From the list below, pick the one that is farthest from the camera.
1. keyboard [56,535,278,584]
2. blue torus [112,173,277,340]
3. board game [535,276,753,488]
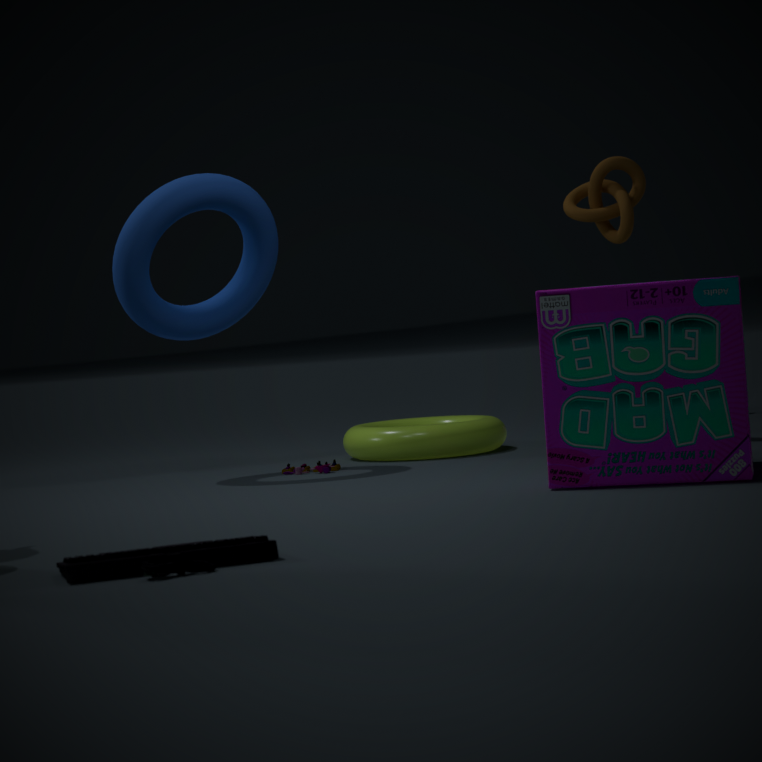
blue torus [112,173,277,340]
